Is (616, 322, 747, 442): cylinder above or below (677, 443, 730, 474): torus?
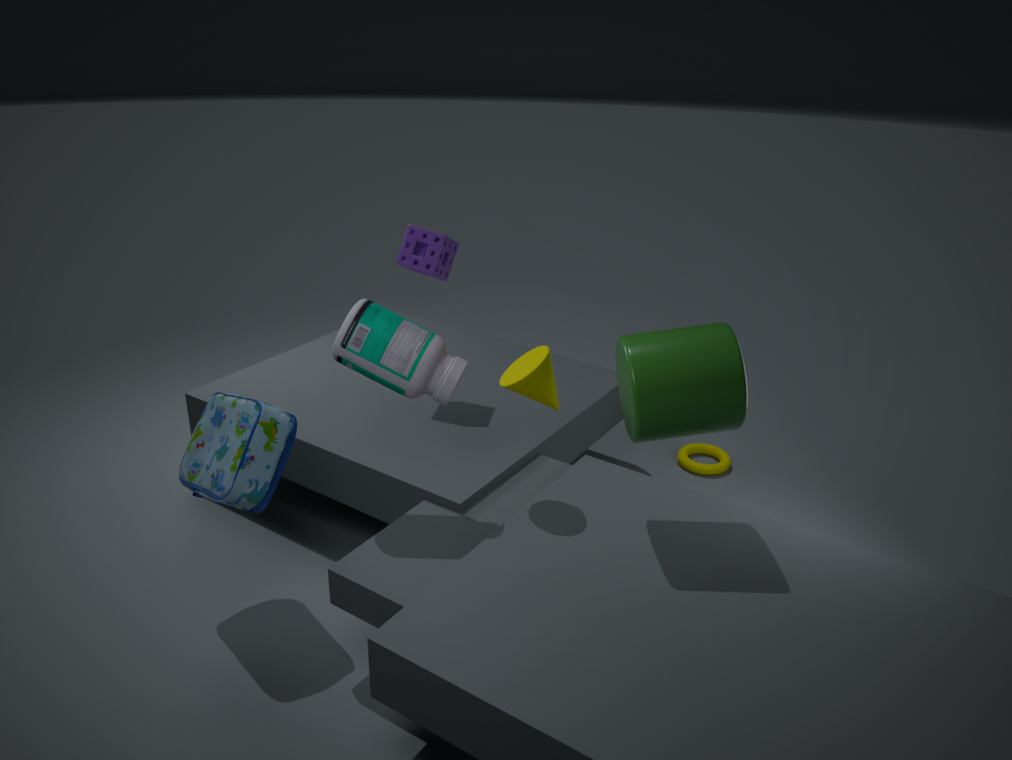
above
